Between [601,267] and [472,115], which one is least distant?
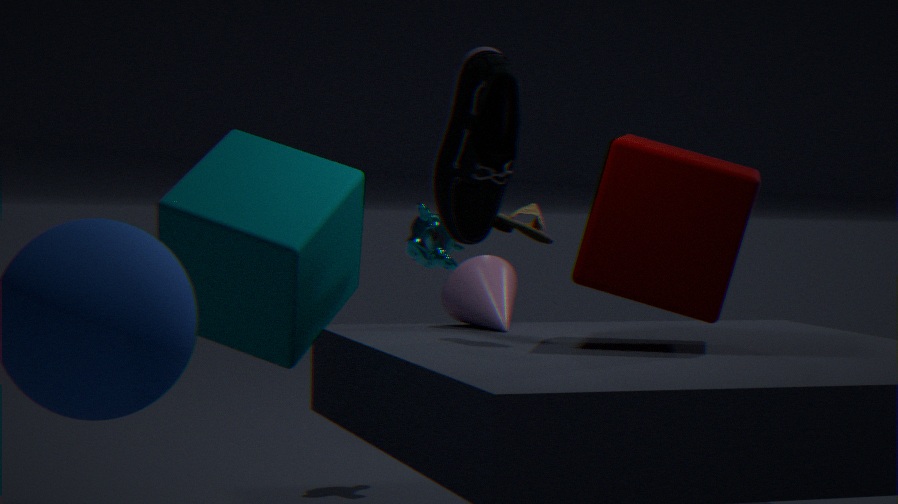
[472,115]
